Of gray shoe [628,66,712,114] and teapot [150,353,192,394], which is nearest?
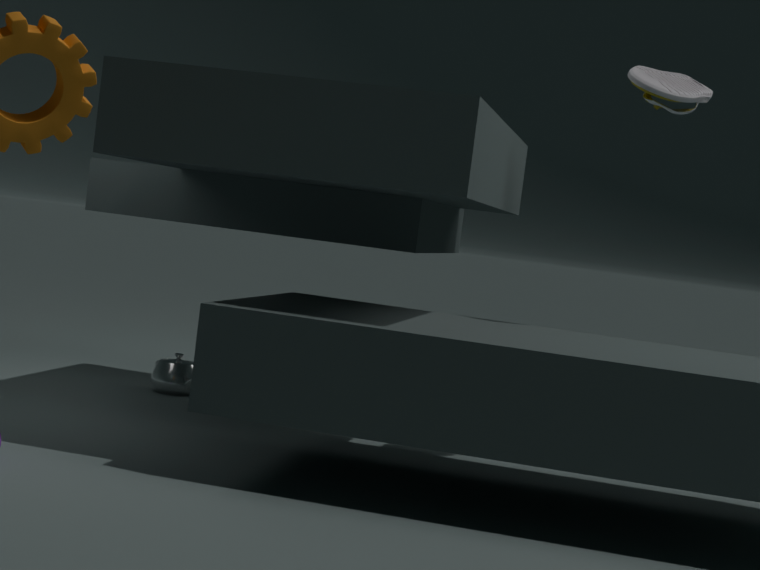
gray shoe [628,66,712,114]
